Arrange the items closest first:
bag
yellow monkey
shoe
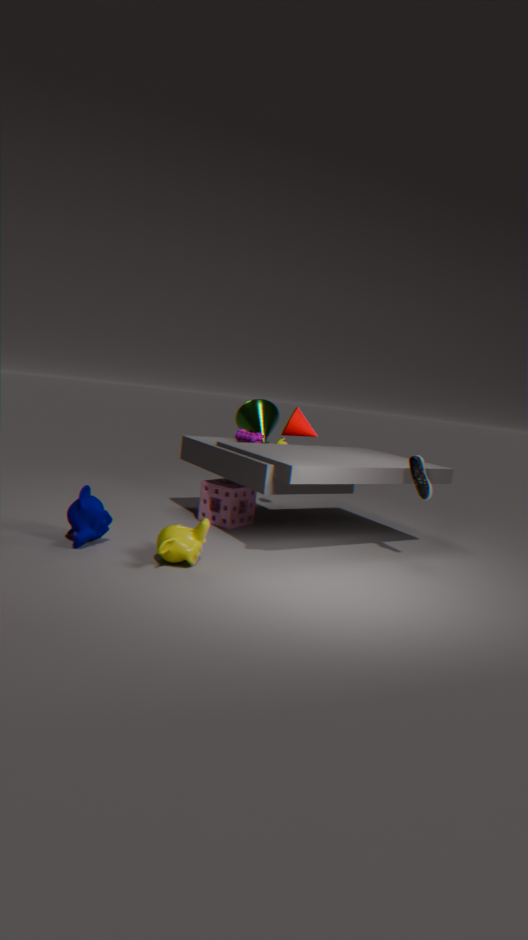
yellow monkey → shoe → bag
